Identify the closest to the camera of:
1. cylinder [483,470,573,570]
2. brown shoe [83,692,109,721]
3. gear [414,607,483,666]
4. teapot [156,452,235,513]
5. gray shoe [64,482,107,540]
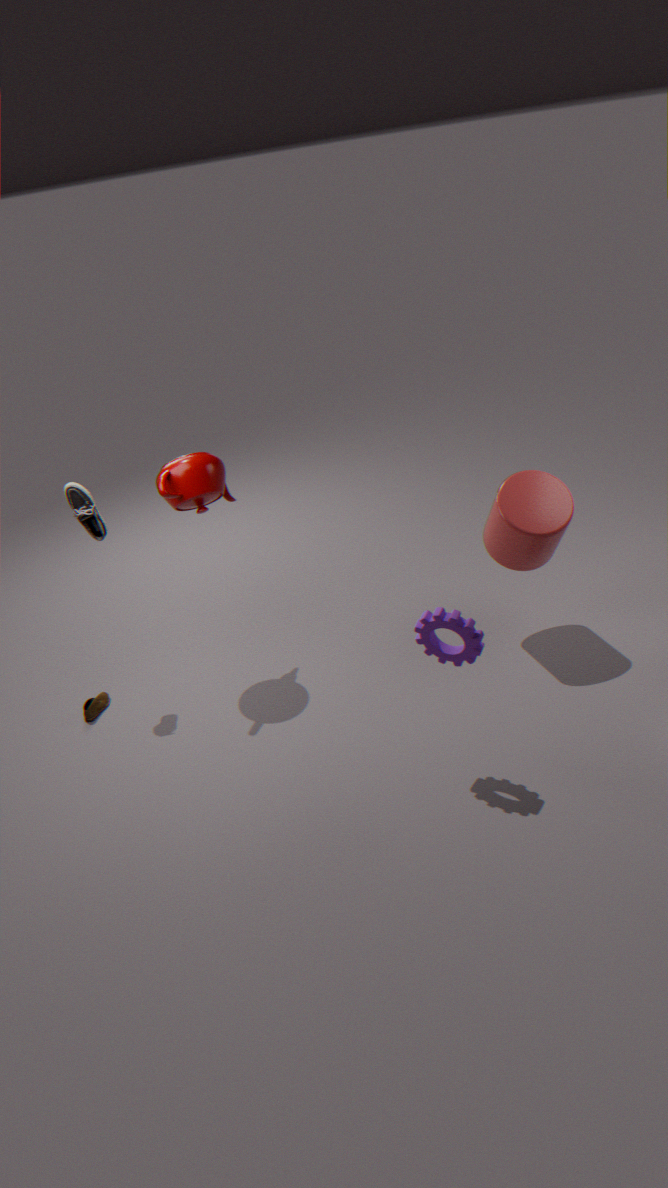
gear [414,607,483,666]
